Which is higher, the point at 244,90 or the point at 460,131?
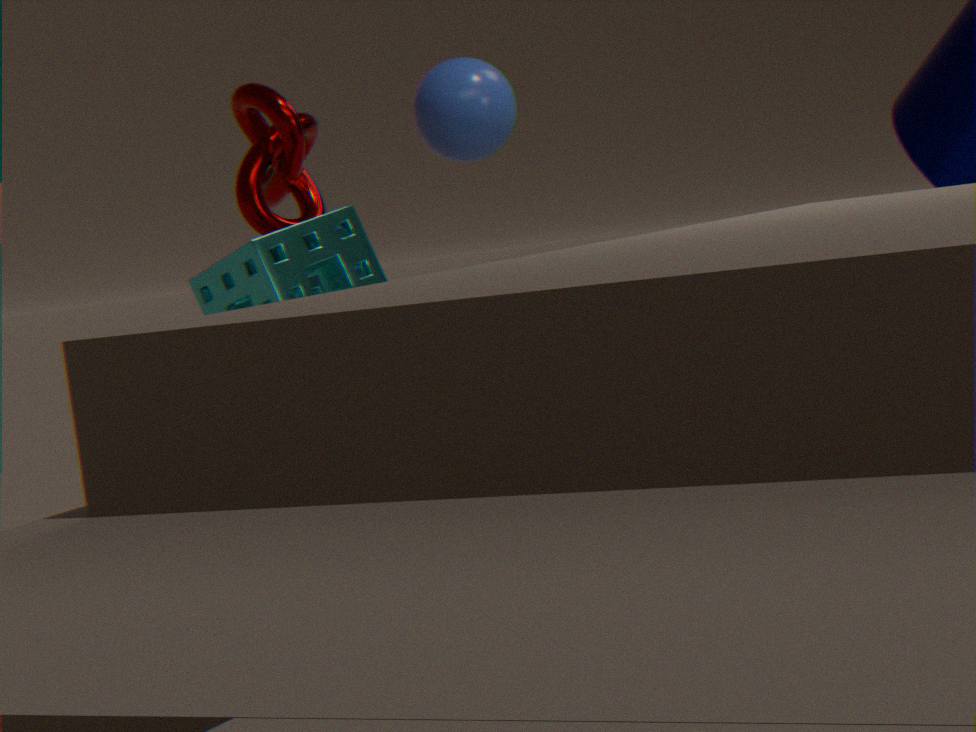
the point at 460,131
